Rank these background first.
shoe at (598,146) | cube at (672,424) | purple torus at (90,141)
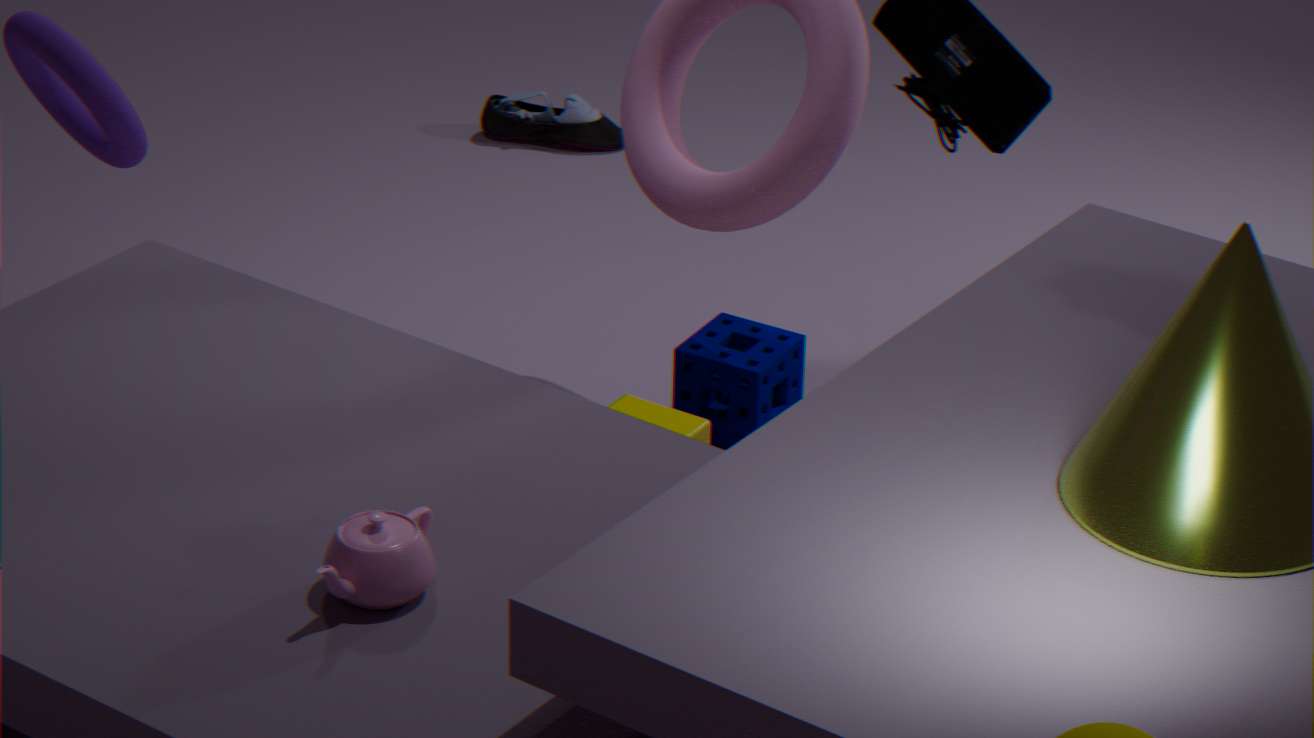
shoe at (598,146) → cube at (672,424) → purple torus at (90,141)
